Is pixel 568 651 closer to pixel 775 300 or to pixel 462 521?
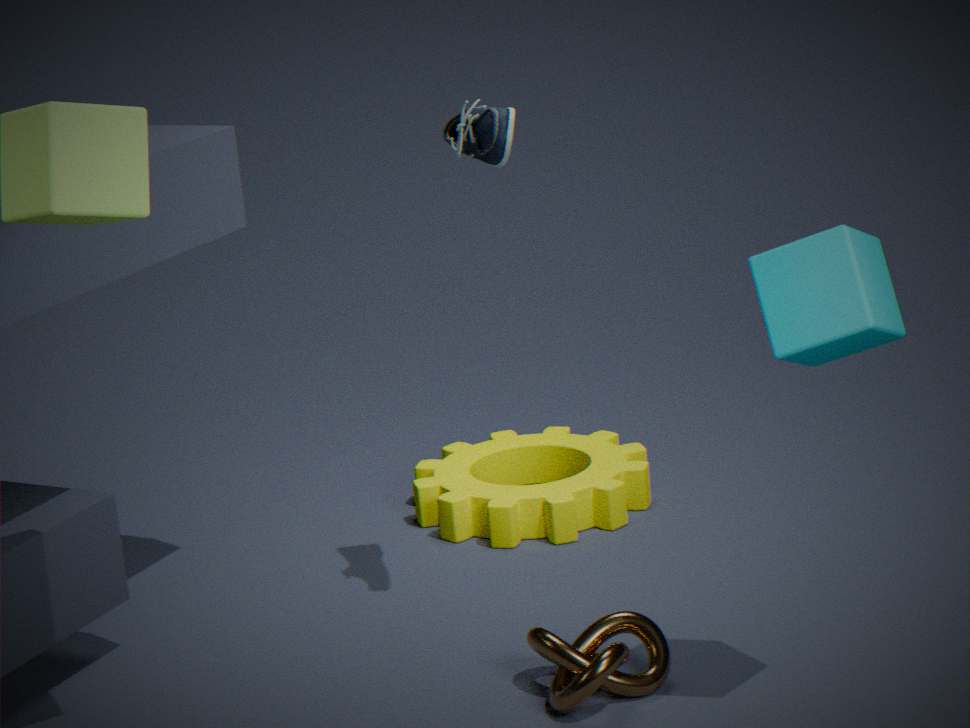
pixel 775 300
